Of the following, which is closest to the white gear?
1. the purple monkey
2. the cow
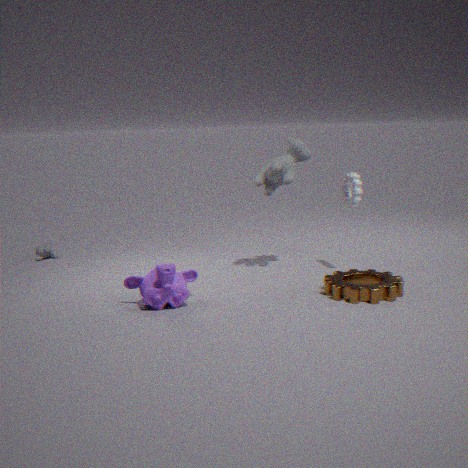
the cow
